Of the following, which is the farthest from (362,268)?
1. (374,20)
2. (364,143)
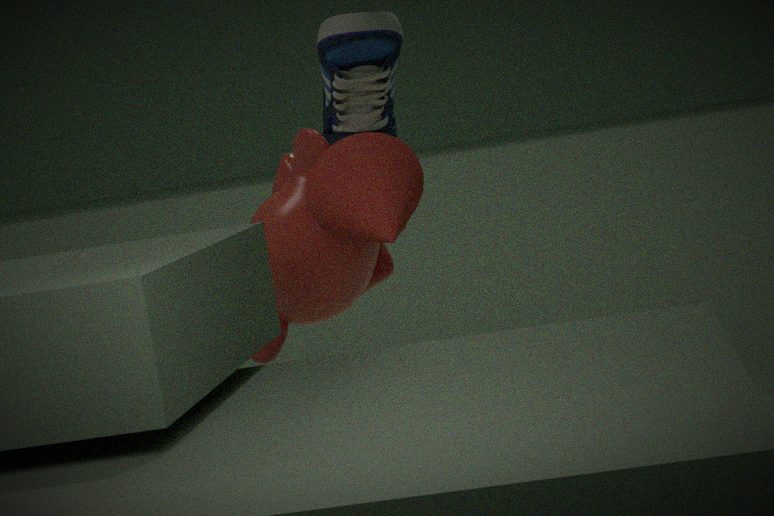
(374,20)
